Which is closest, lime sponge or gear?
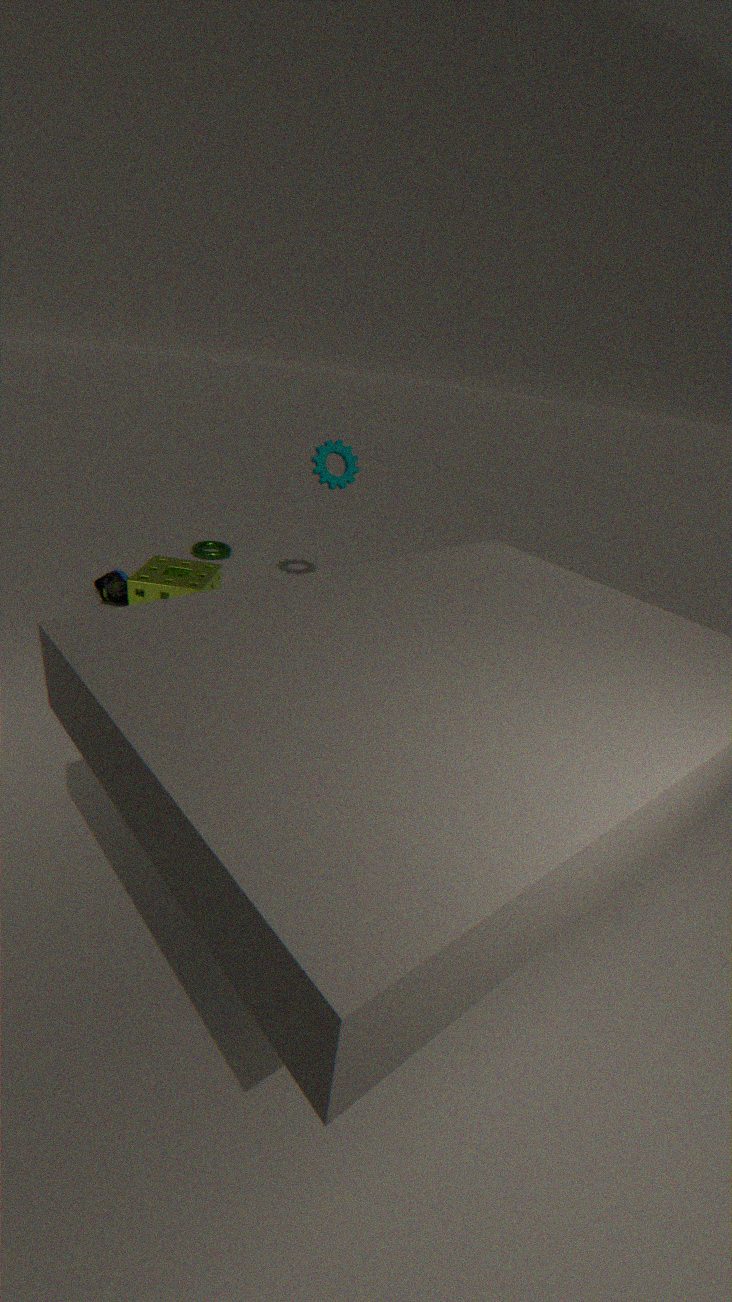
lime sponge
